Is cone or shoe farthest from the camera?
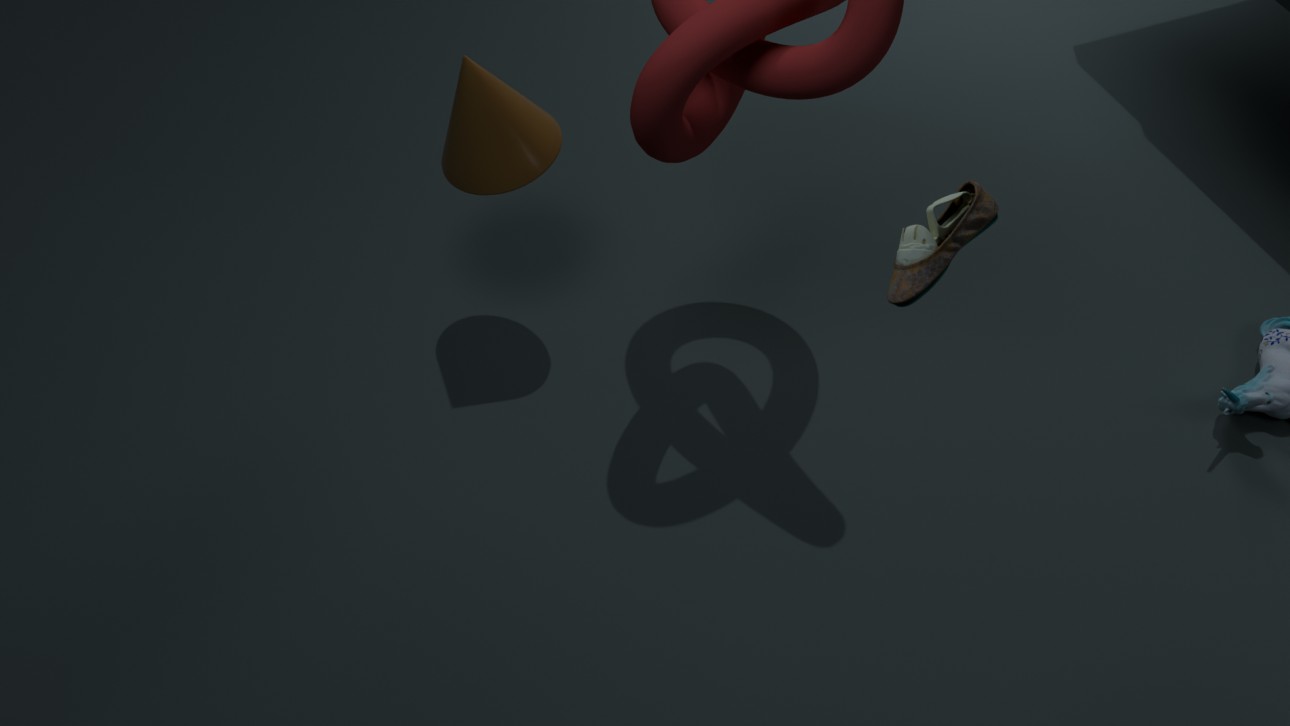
cone
